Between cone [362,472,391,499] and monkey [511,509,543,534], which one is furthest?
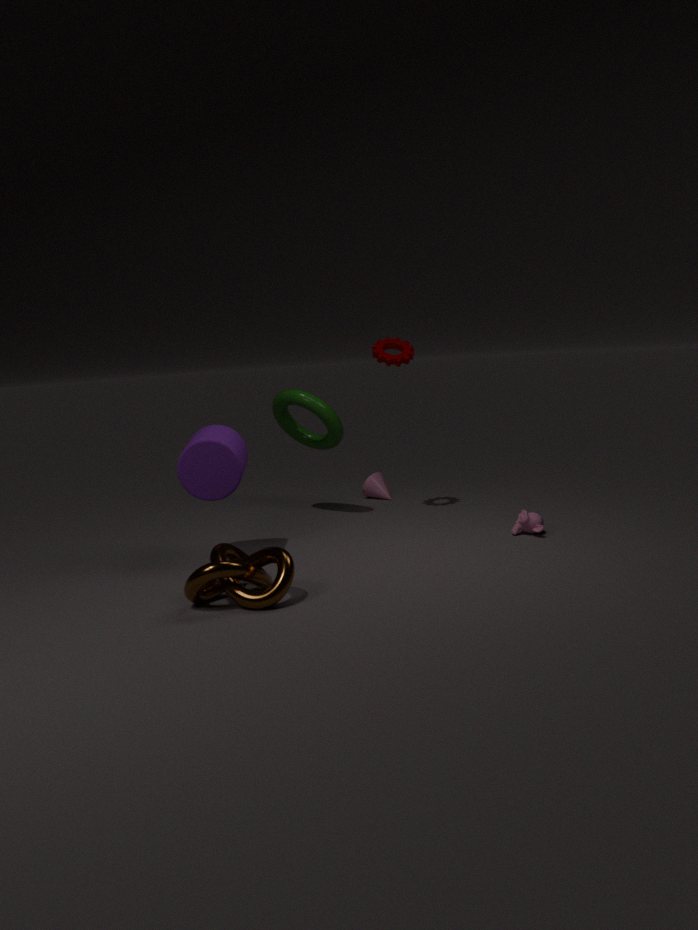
cone [362,472,391,499]
